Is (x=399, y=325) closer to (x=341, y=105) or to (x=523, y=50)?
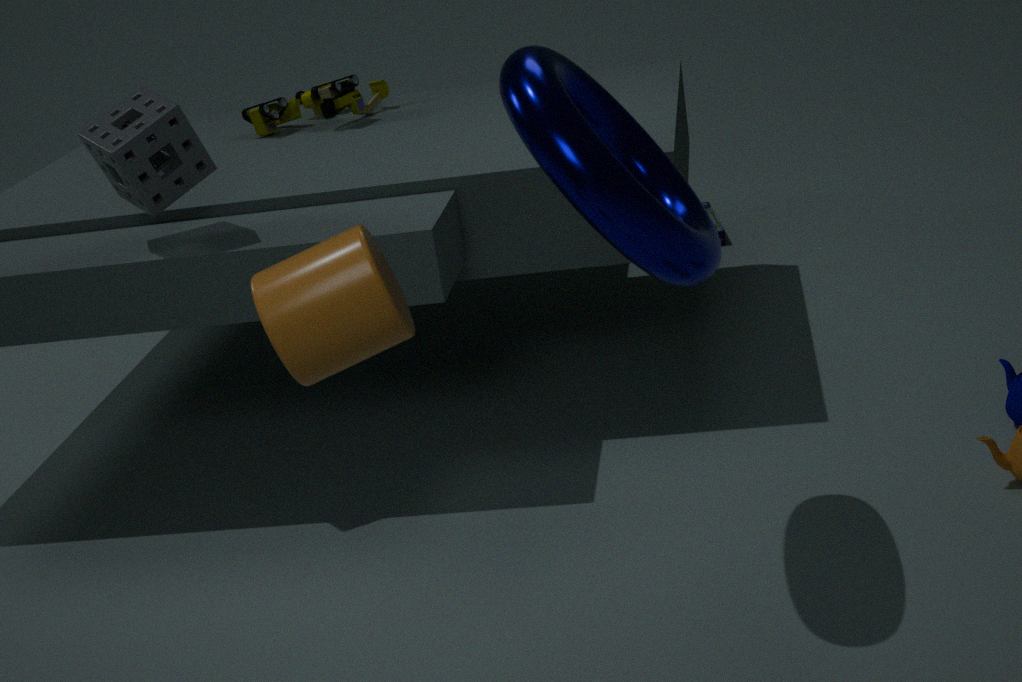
(x=523, y=50)
